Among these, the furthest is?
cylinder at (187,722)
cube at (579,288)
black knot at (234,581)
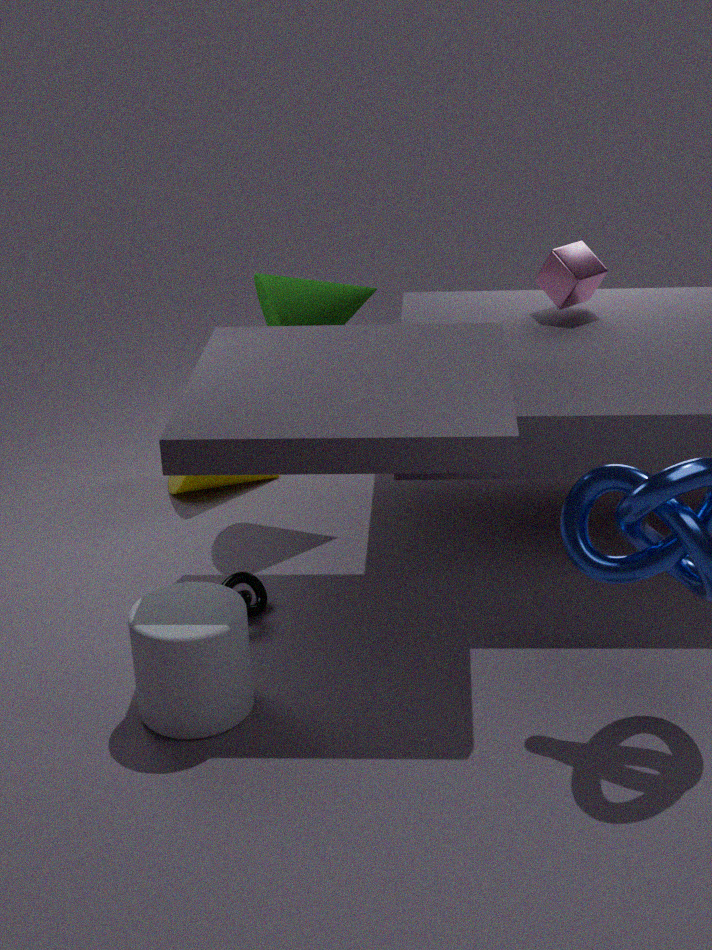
cube at (579,288)
